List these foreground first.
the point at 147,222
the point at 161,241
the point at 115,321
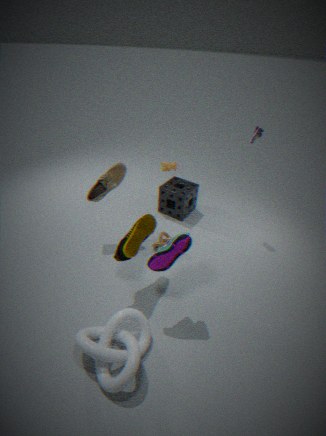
the point at 115,321, the point at 147,222, the point at 161,241
